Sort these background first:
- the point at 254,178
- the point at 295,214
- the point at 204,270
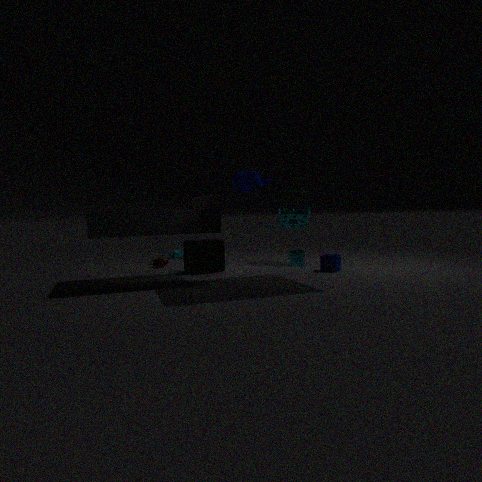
1. the point at 295,214
2. the point at 254,178
3. the point at 204,270
